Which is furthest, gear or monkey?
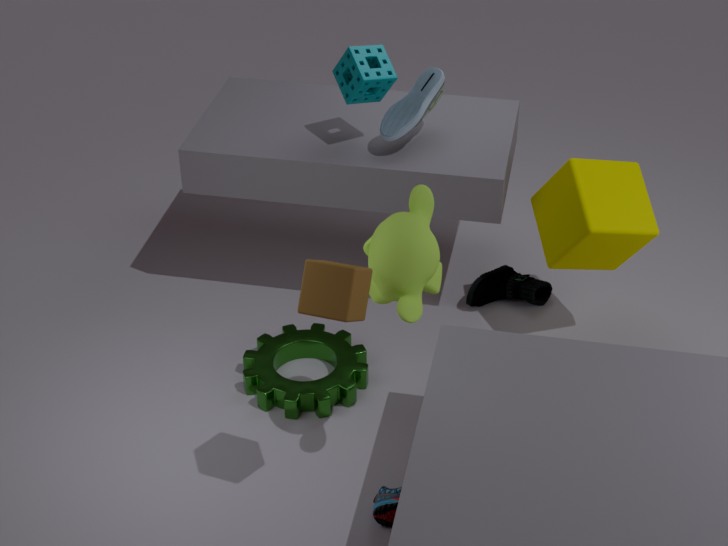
gear
